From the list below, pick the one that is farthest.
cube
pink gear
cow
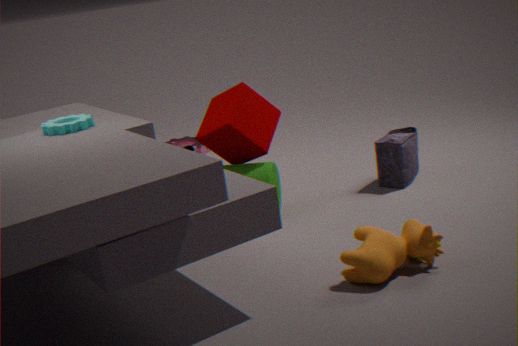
pink gear
